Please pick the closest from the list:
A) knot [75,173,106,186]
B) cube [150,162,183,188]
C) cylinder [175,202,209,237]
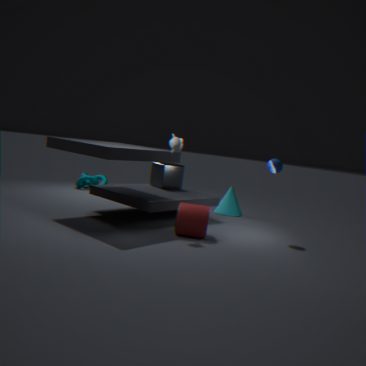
cylinder [175,202,209,237]
